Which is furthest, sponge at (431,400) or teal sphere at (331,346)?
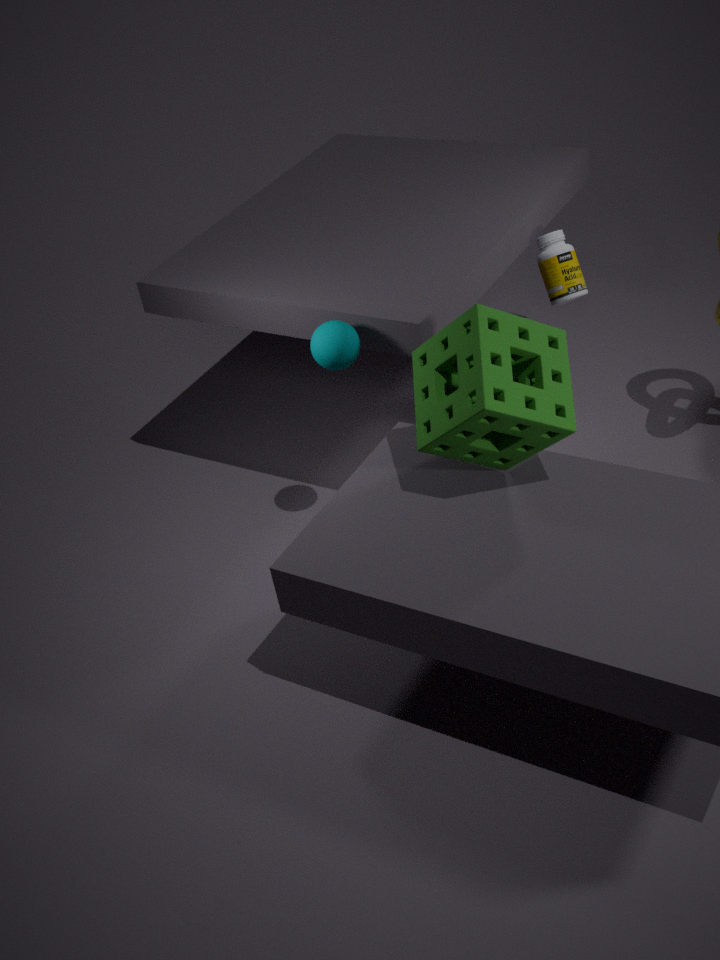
teal sphere at (331,346)
